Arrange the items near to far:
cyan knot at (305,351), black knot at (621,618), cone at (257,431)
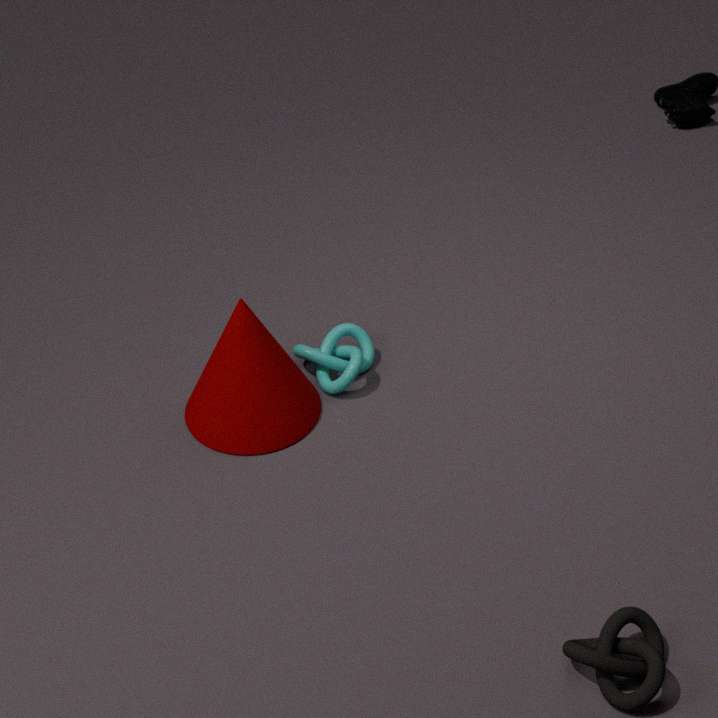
black knot at (621,618)
cone at (257,431)
cyan knot at (305,351)
